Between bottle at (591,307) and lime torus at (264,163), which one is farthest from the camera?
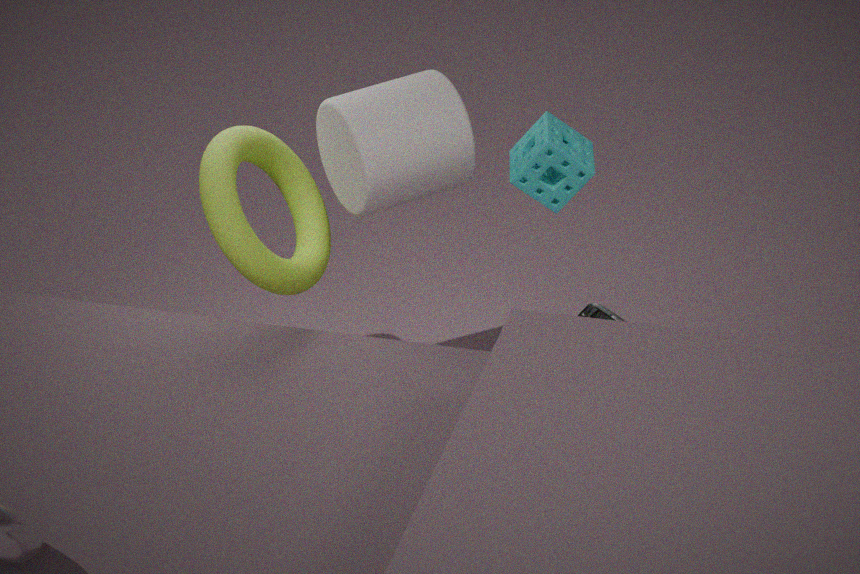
bottle at (591,307)
